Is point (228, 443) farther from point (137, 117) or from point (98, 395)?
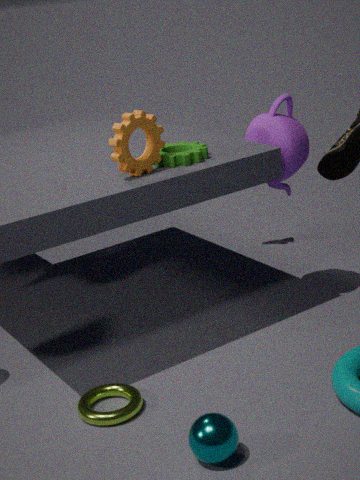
point (137, 117)
